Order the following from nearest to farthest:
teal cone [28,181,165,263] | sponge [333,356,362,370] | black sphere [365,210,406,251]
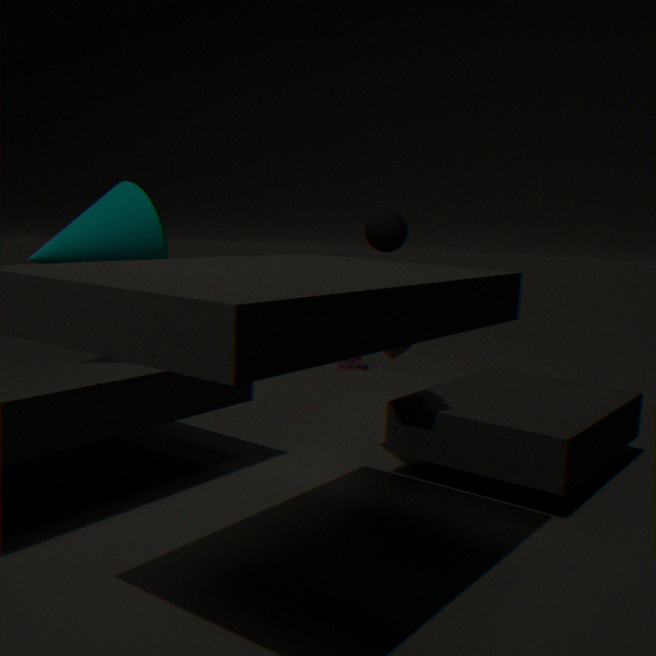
teal cone [28,181,165,263], black sphere [365,210,406,251], sponge [333,356,362,370]
